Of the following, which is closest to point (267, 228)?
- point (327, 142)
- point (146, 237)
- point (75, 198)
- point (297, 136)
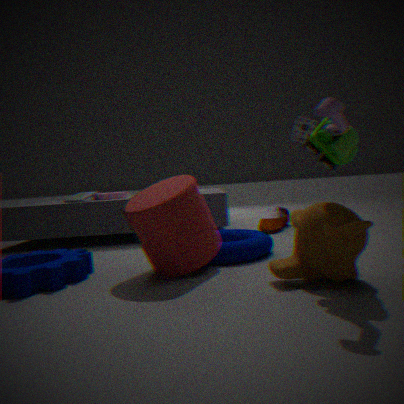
point (297, 136)
